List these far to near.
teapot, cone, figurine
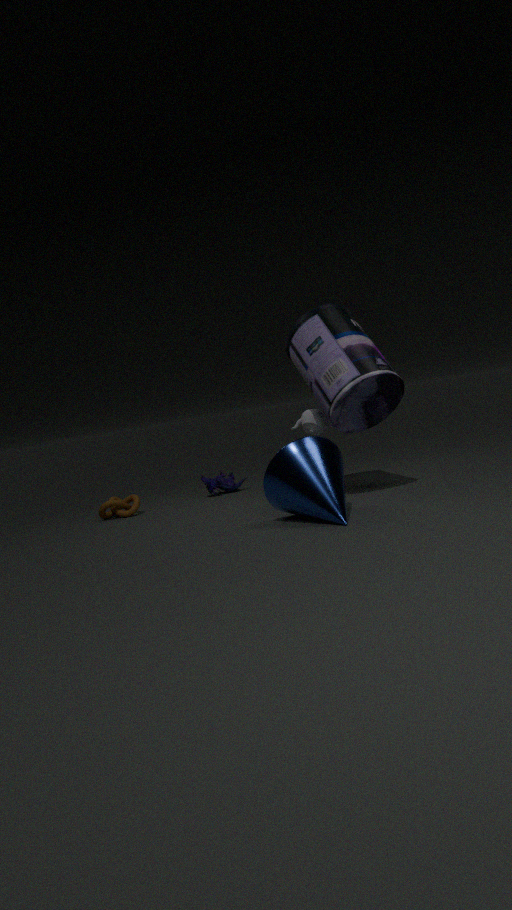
figurine
teapot
cone
